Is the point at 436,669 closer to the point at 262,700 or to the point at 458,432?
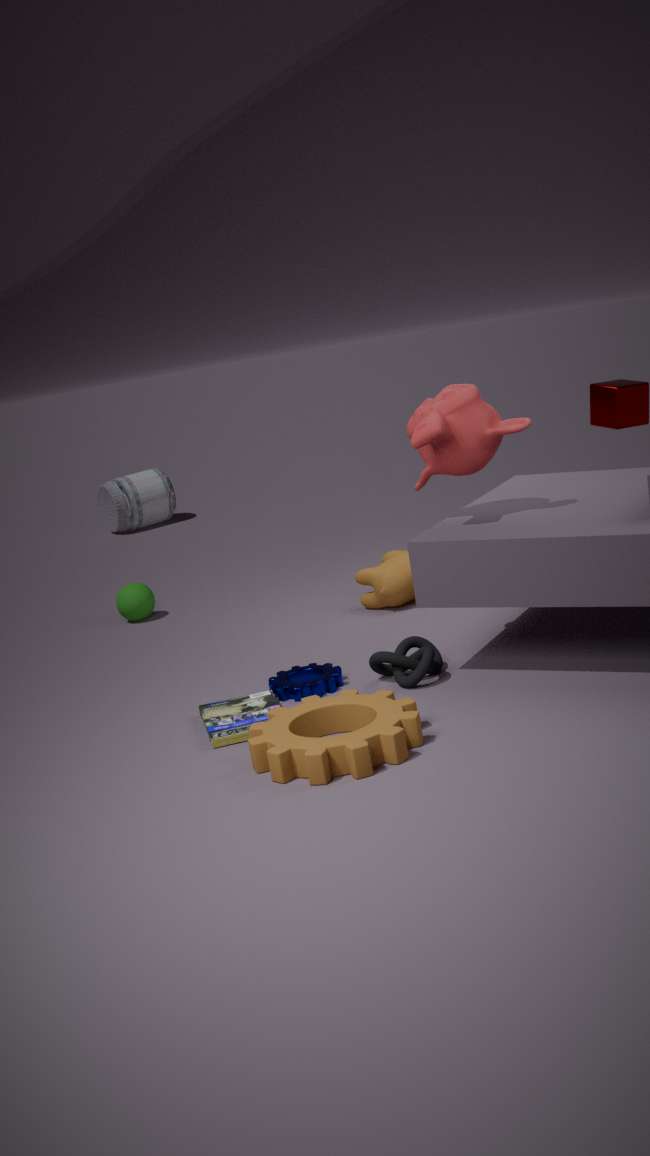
the point at 262,700
